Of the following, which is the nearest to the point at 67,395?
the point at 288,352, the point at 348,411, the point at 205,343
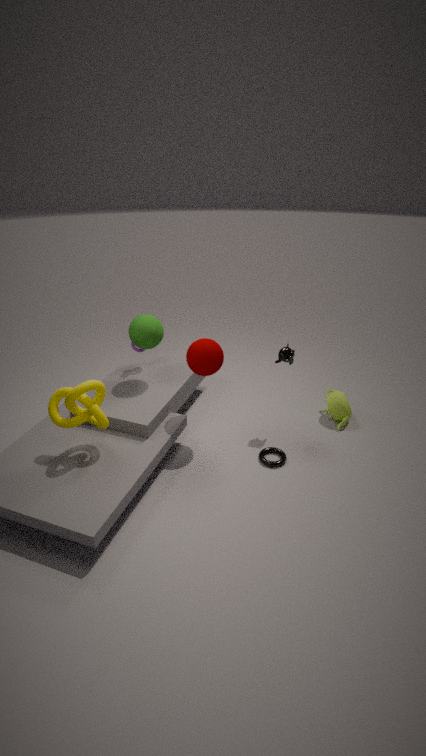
the point at 205,343
